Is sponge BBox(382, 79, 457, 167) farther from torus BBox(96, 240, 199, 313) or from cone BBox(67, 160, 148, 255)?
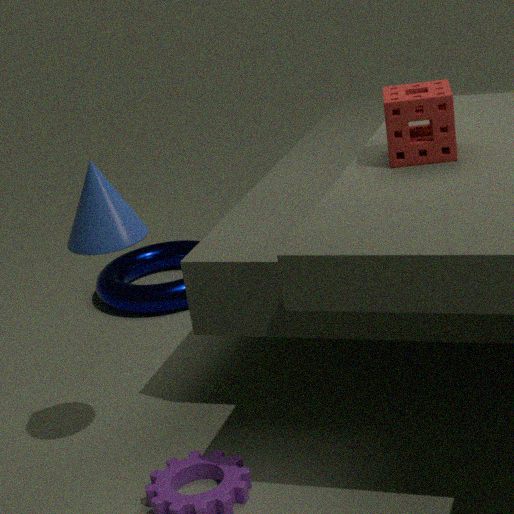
torus BBox(96, 240, 199, 313)
